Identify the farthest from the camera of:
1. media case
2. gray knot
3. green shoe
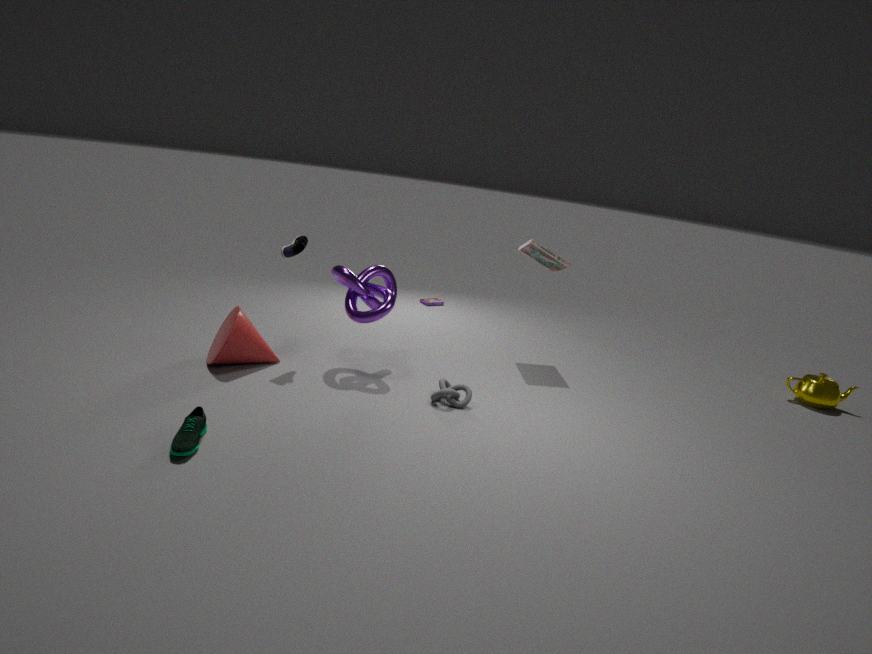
media case
